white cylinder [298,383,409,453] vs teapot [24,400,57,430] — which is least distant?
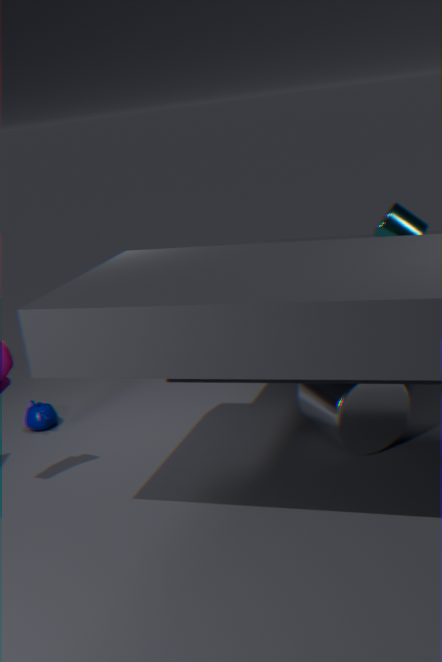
white cylinder [298,383,409,453]
